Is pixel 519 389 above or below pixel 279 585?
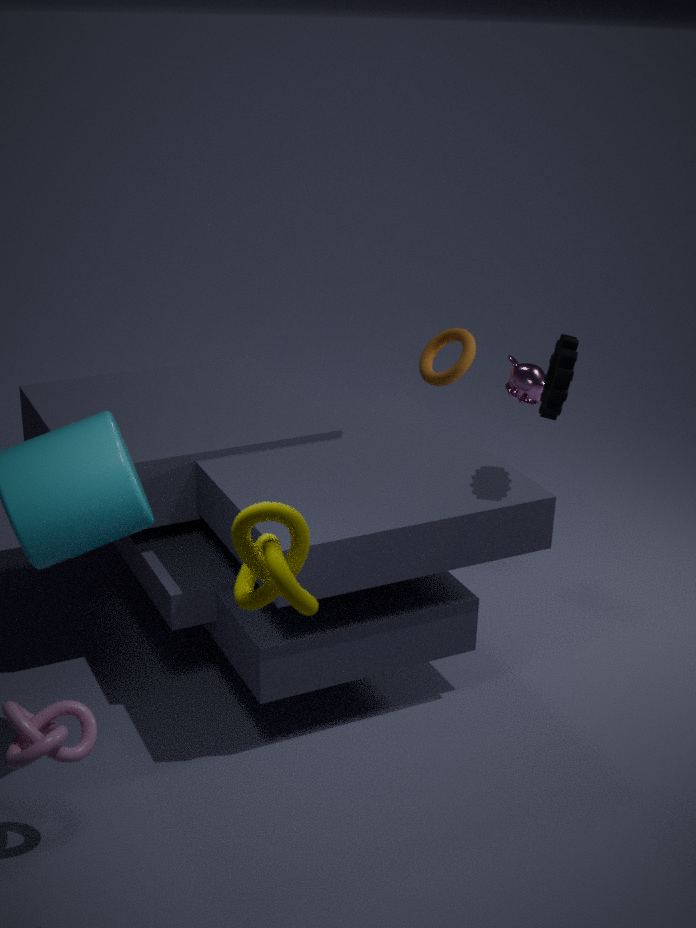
below
